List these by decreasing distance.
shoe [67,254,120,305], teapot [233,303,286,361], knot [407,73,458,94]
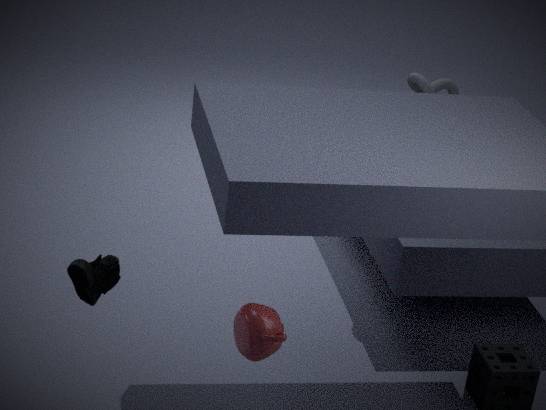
knot [407,73,458,94], shoe [67,254,120,305], teapot [233,303,286,361]
